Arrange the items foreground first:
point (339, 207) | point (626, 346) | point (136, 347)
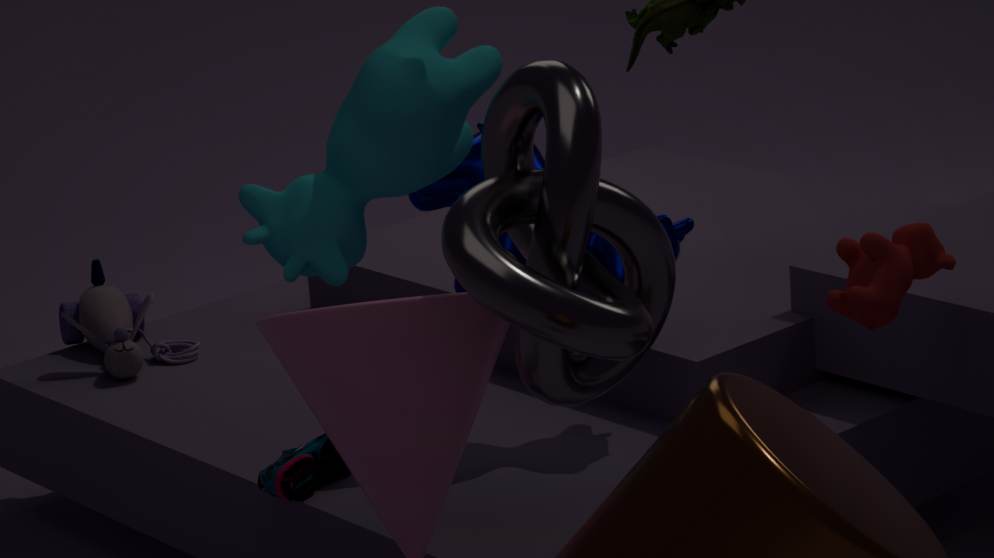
point (626, 346), point (339, 207), point (136, 347)
